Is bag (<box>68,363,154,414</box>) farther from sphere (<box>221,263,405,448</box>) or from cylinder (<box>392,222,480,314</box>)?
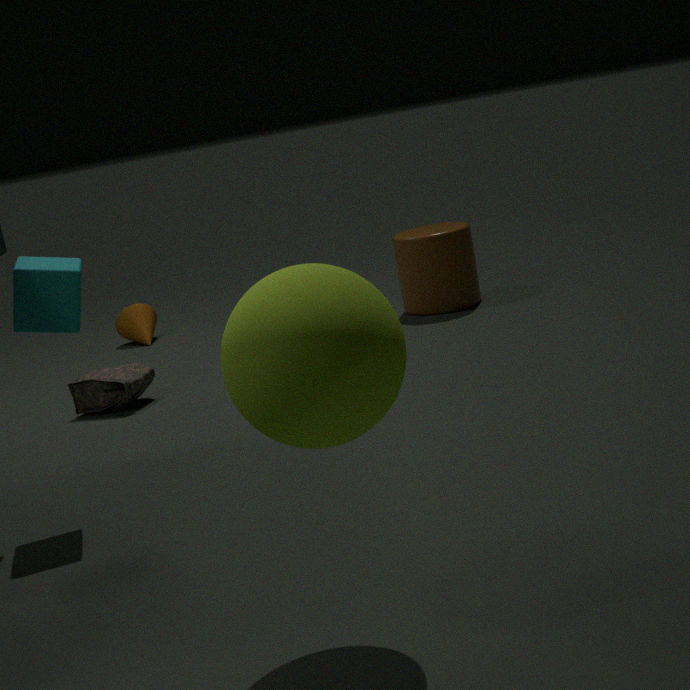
sphere (<box>221,263,405,448</box>)
